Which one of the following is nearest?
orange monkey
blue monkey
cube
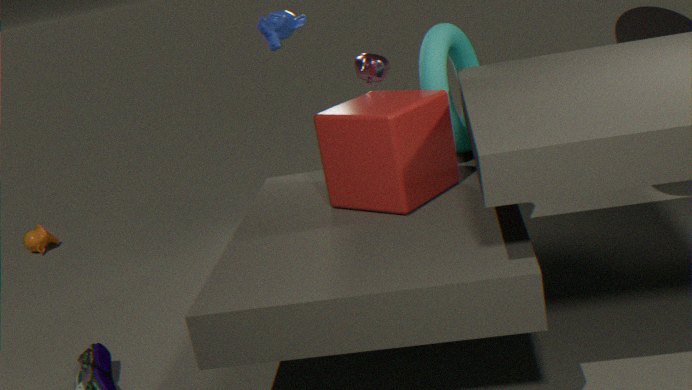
cube
